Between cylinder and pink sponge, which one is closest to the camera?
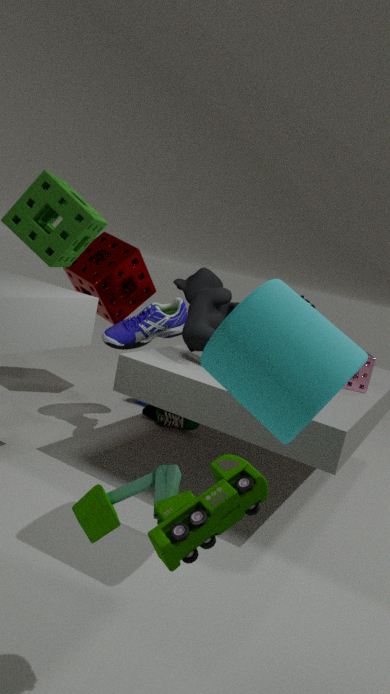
cylinder
